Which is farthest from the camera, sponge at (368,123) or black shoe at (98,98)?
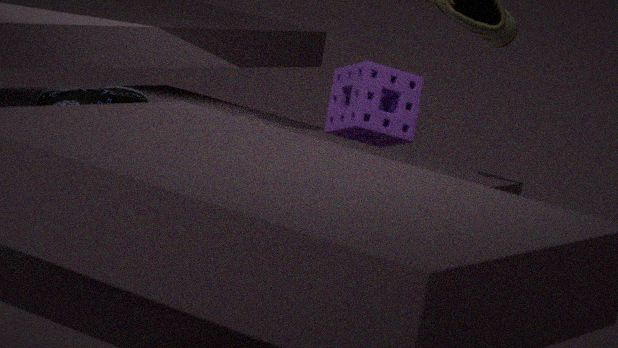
black shoe at (98,98)
